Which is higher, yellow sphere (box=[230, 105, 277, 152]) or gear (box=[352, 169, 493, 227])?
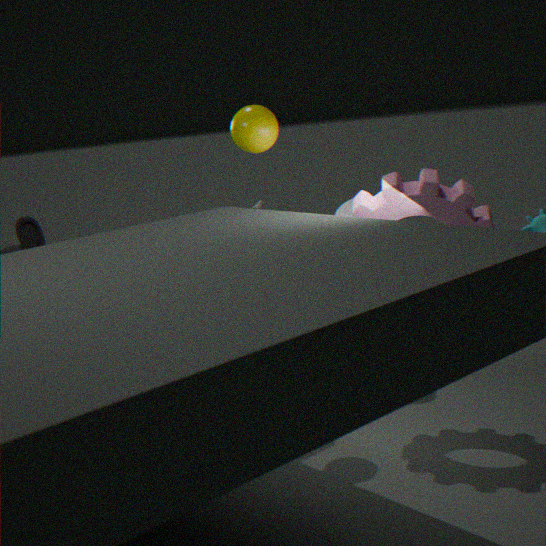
yellow sphere (box=[230, 105, 277, 152])
